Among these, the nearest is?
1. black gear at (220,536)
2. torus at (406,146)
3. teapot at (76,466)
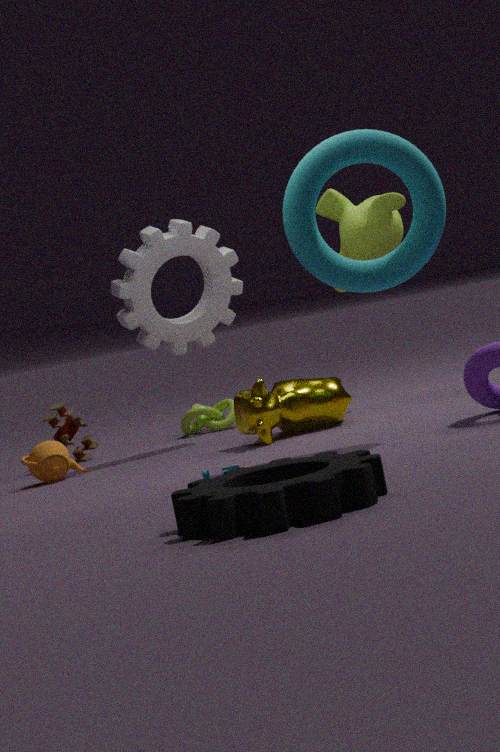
black gear at (220,536)
